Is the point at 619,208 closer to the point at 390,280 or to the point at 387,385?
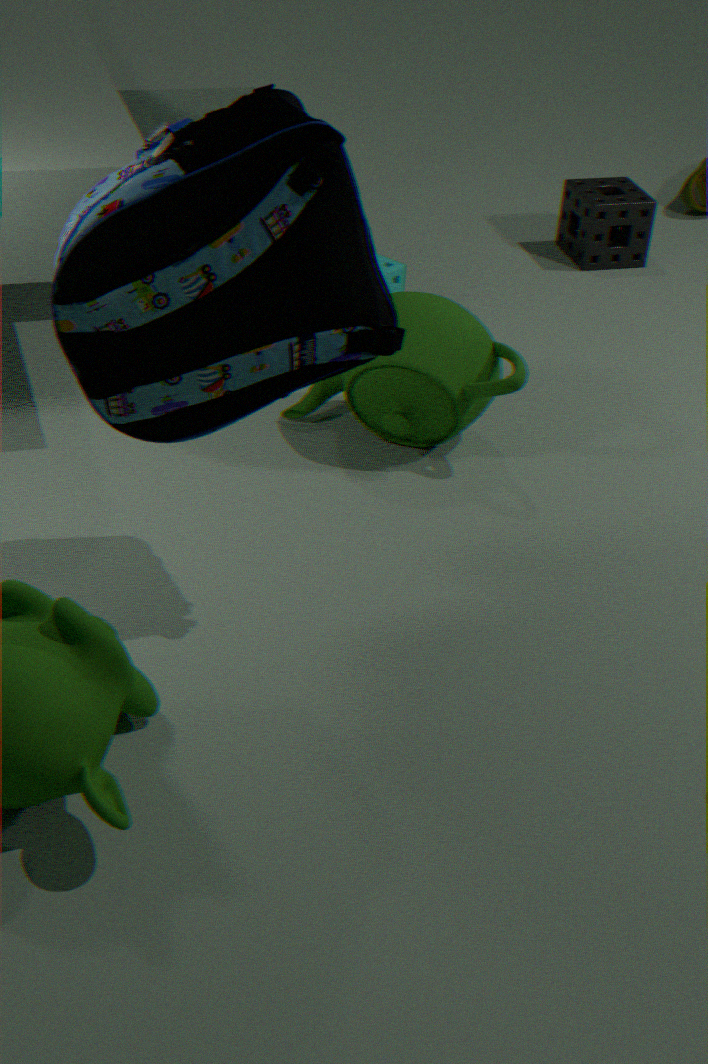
the point at 390,280
